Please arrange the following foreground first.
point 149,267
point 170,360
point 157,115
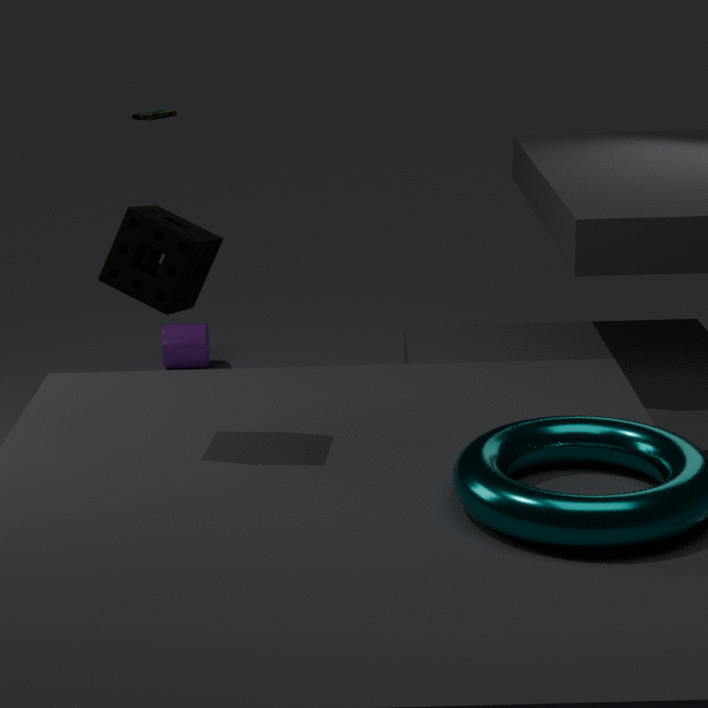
point 149,267
point 170,360
point 157,115
